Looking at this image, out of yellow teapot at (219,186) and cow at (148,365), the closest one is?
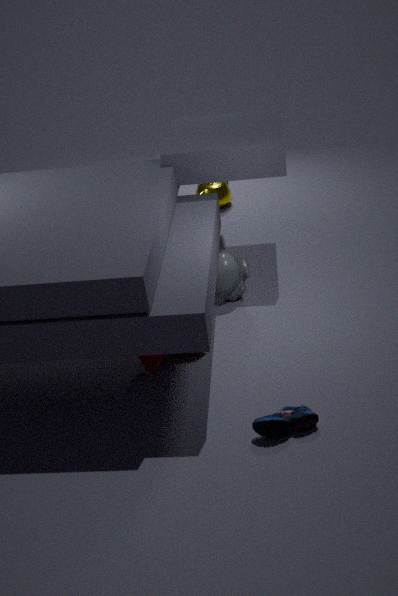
cow at (148,365)
